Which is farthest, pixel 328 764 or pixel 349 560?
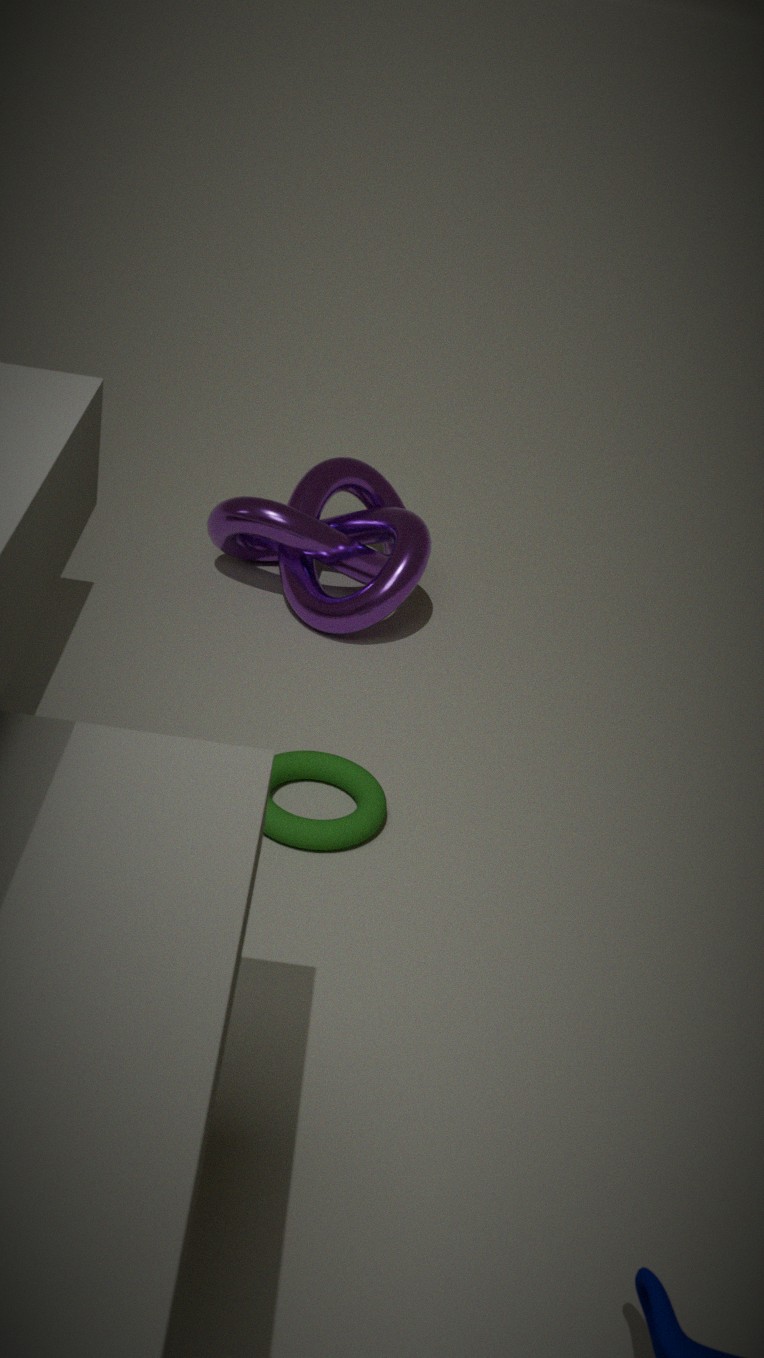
pixel 349 560
